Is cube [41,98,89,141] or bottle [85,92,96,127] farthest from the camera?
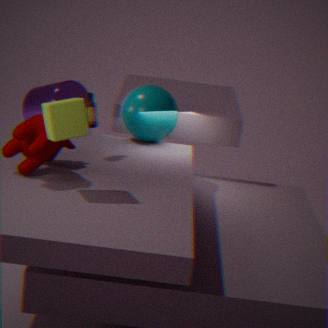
bottle [85,92,96,127]
